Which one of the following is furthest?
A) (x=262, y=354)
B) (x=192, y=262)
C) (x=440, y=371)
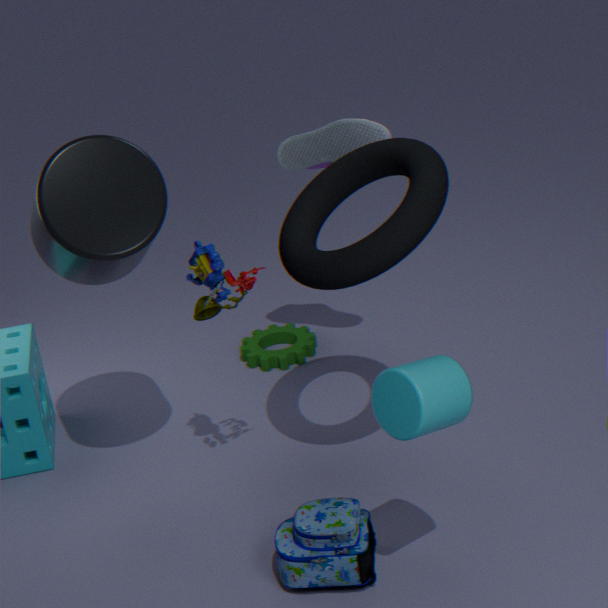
(x=262, y=354)
